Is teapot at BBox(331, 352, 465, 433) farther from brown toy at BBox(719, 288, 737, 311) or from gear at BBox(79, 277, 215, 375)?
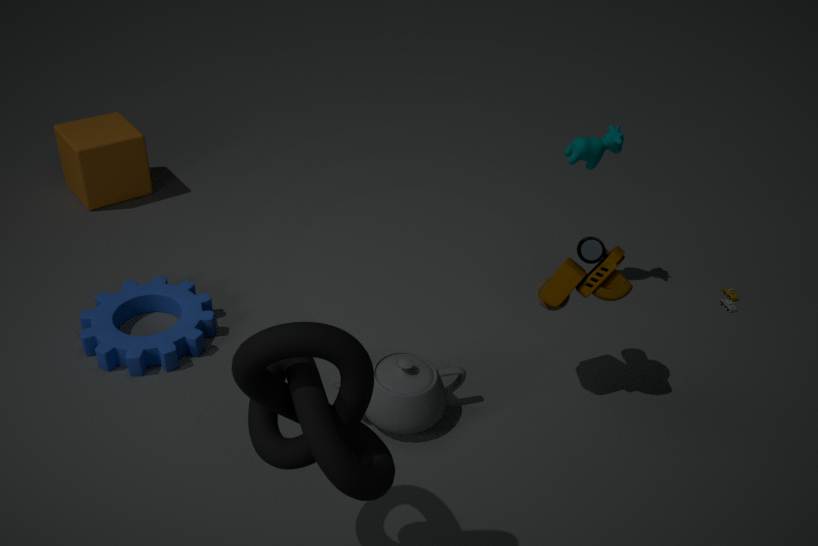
brown toy at BBox(719, 288, 737, 311)
